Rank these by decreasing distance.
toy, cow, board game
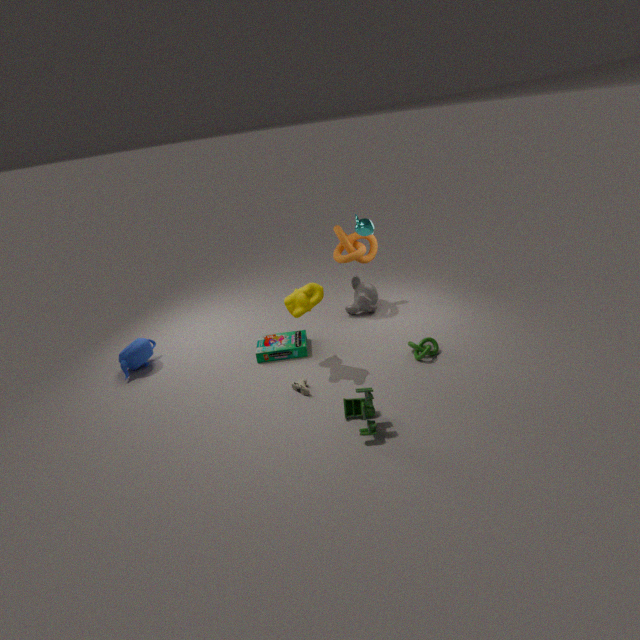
board game → cow → toy
